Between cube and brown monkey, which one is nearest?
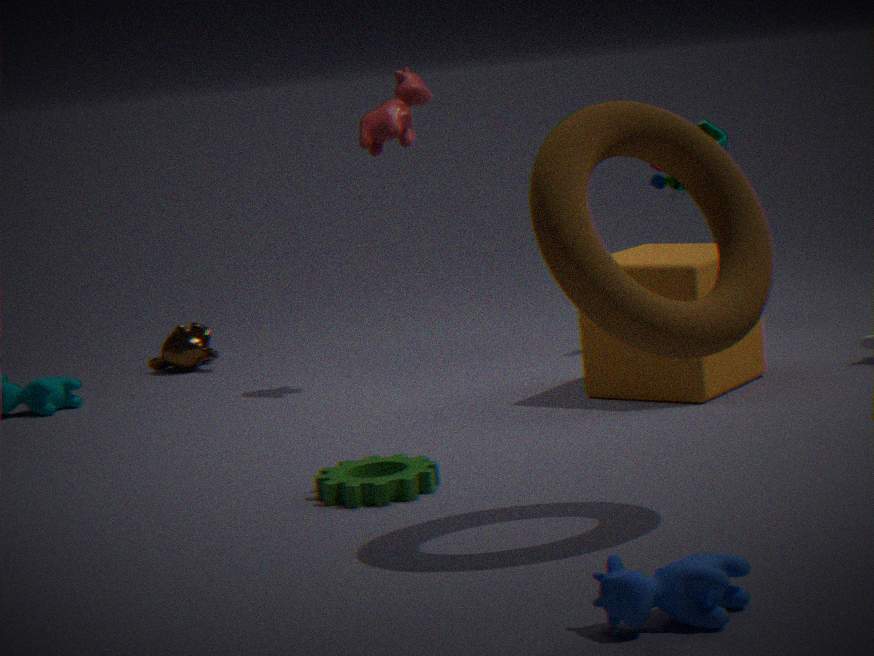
cube
